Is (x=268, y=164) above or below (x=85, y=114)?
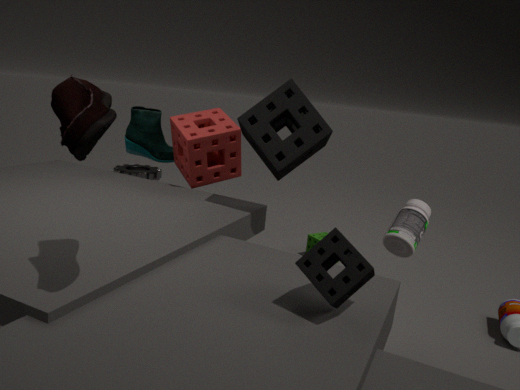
below
